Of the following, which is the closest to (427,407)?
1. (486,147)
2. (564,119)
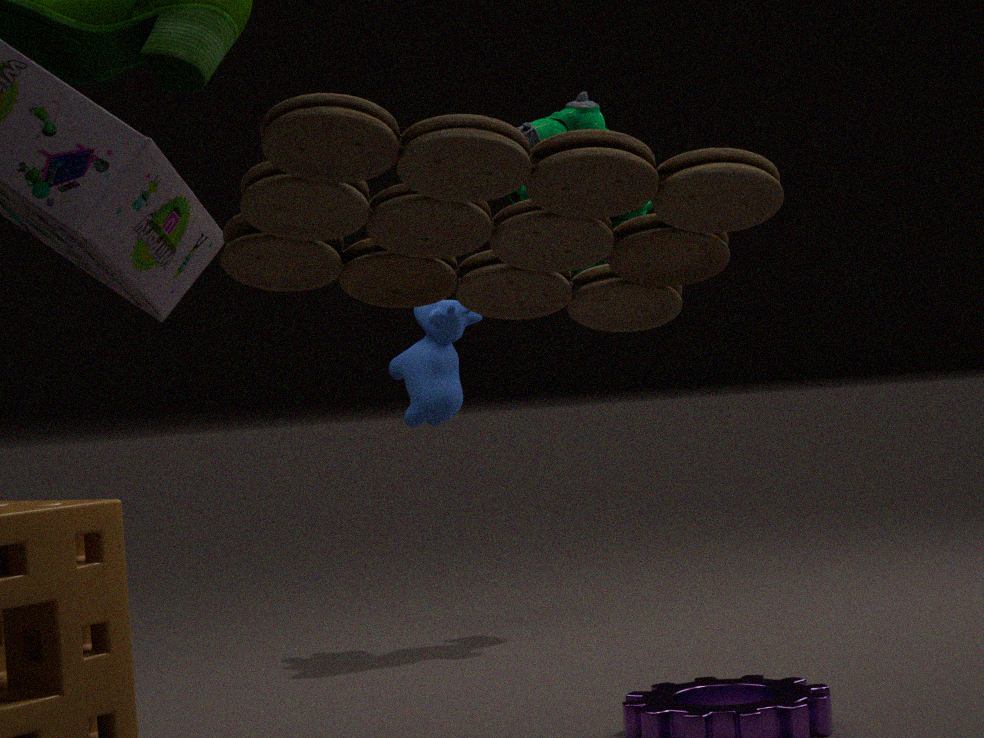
(564,119)
